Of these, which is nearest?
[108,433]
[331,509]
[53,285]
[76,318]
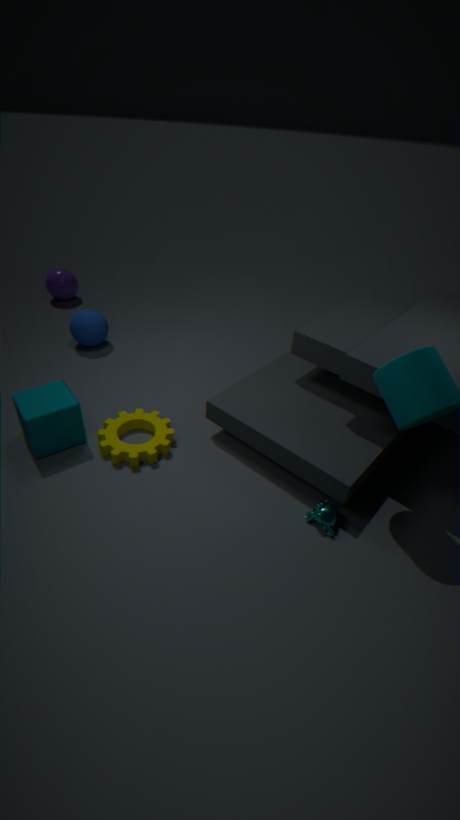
[331,509]
